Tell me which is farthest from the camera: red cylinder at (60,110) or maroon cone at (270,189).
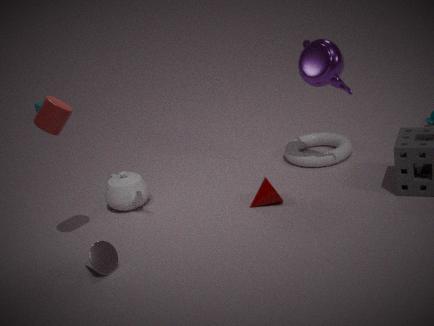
maroon cone at (270,189)
